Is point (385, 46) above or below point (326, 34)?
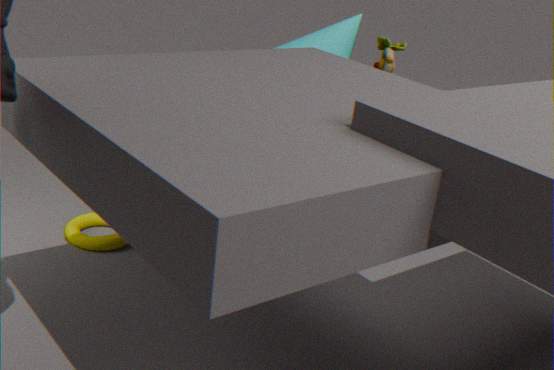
above
